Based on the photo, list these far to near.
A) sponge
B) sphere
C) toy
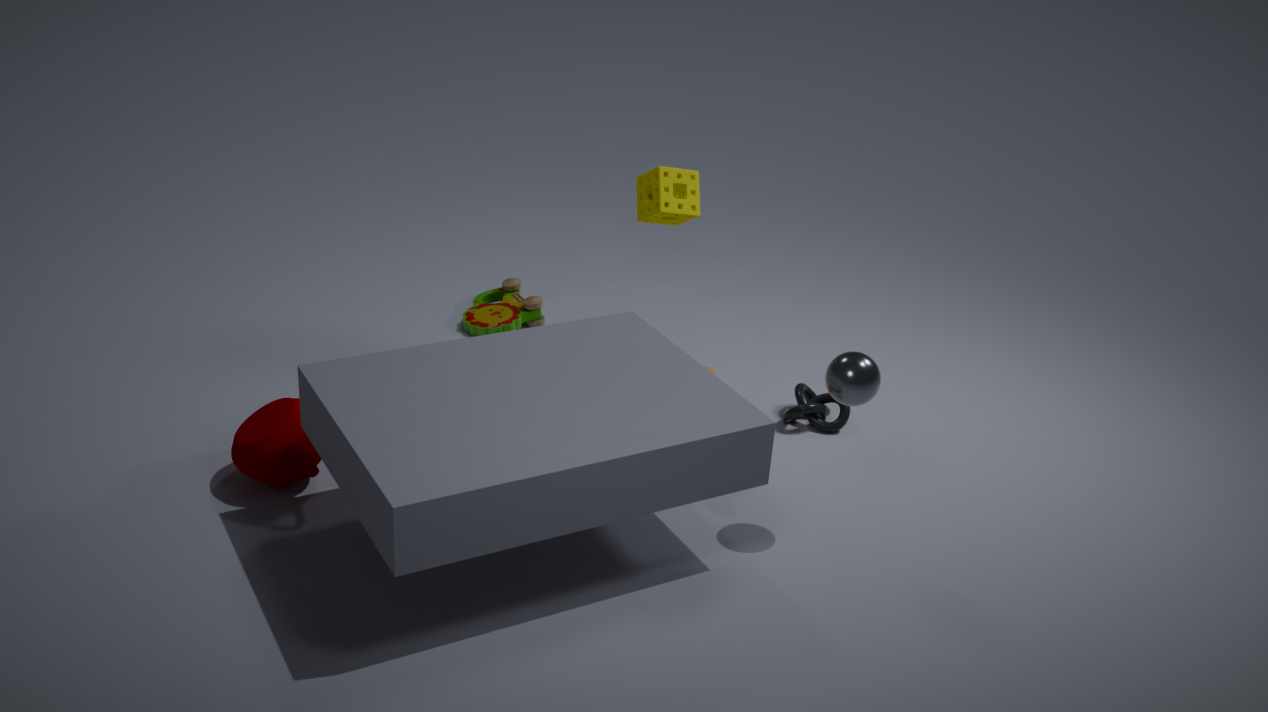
toy, sponge, sphere
